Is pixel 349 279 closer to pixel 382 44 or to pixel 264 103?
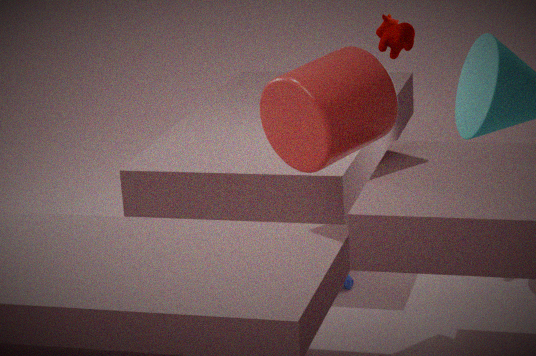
pixel 264 103
